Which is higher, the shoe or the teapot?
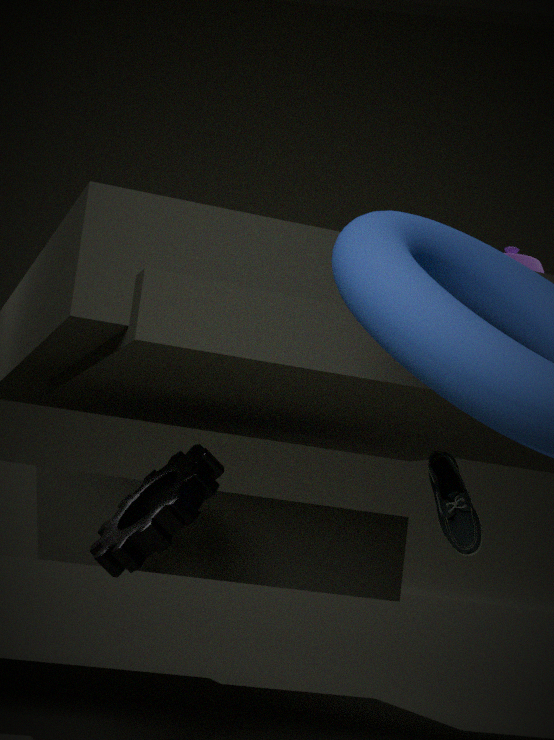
the teapot
